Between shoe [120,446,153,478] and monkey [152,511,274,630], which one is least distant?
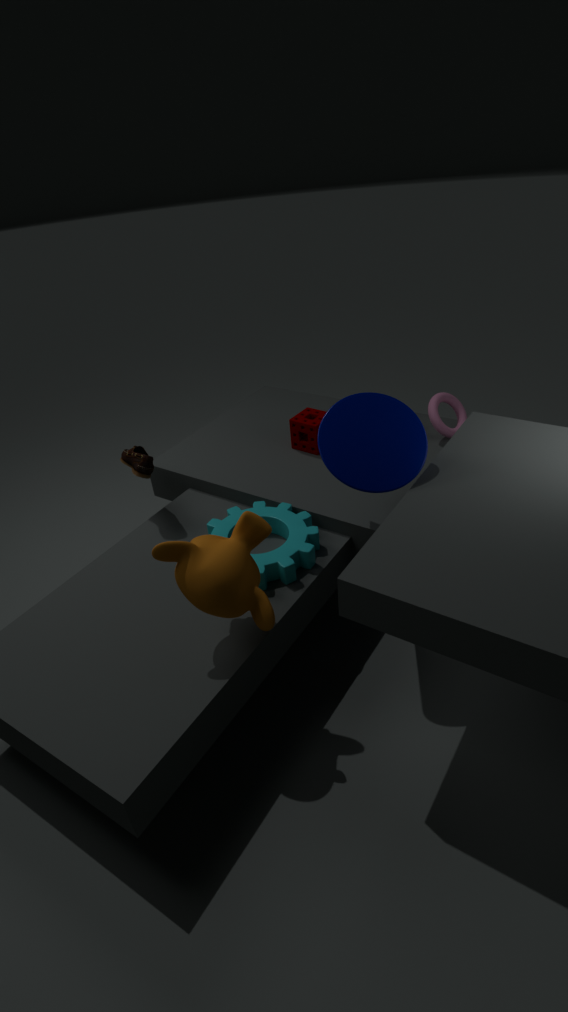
monkey [152,511,274,630]
